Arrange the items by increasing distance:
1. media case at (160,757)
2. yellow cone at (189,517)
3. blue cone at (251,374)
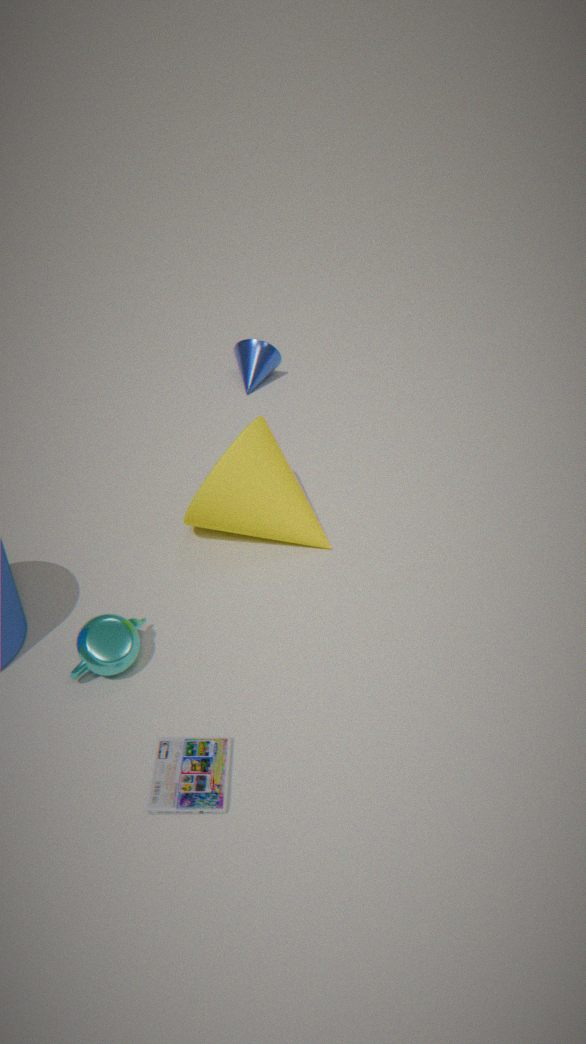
media case at (160,757), yellow cone at (189,517), blue cone at (251,374)
